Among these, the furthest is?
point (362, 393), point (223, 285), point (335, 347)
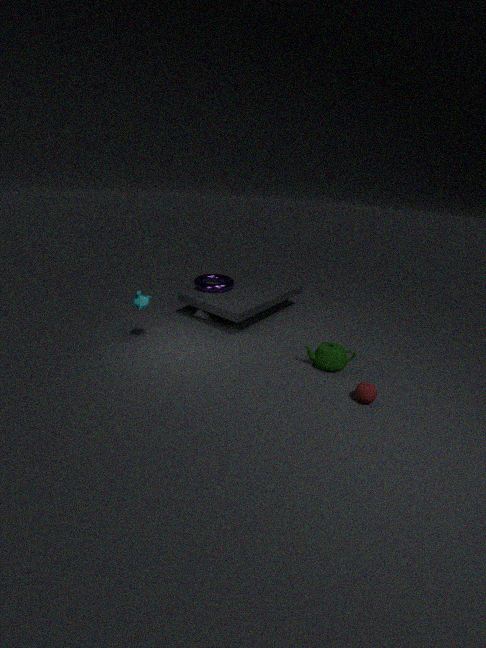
point (223, 285)
